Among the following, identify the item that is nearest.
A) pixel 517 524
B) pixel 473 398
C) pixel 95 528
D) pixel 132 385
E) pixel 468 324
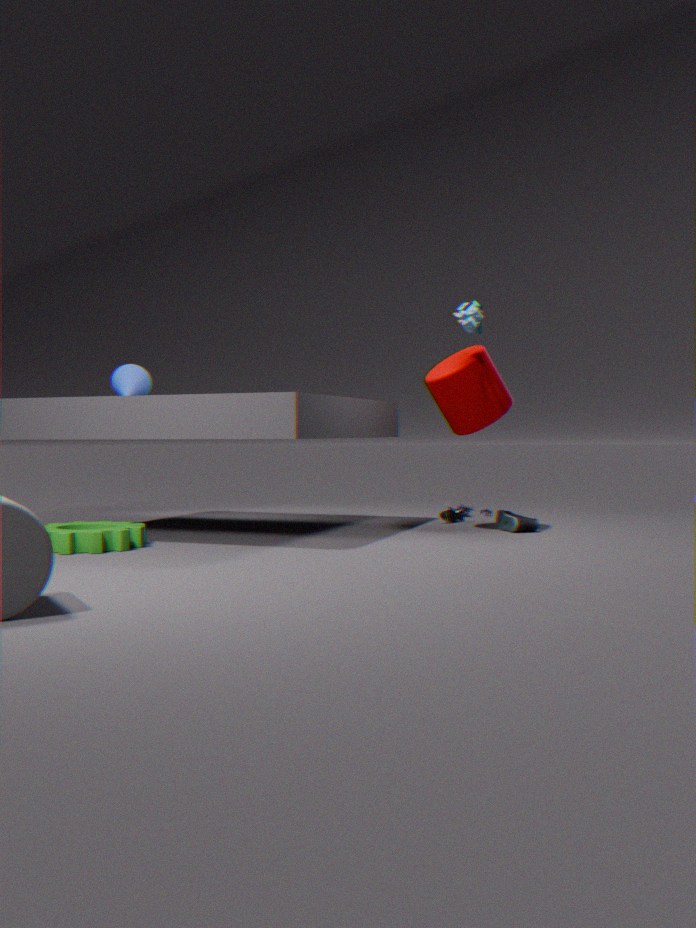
pixel 468 324
